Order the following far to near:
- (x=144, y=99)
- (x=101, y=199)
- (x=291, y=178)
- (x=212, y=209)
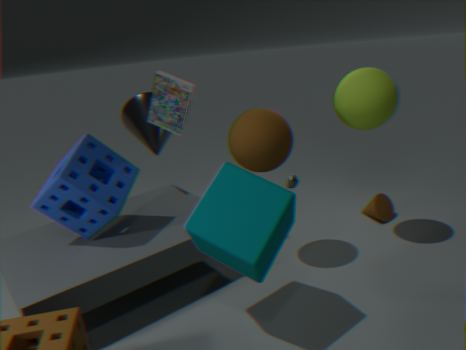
(x=291, y=178) → (x=144, y=99) → (x=101, y=199) → (x=212, y=209)
